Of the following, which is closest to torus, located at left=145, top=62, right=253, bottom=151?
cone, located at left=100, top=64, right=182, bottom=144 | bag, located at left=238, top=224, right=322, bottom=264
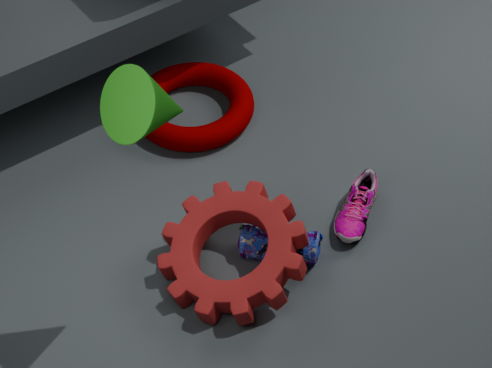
bag, located at left=238, top=224, right=322, bottom=264
